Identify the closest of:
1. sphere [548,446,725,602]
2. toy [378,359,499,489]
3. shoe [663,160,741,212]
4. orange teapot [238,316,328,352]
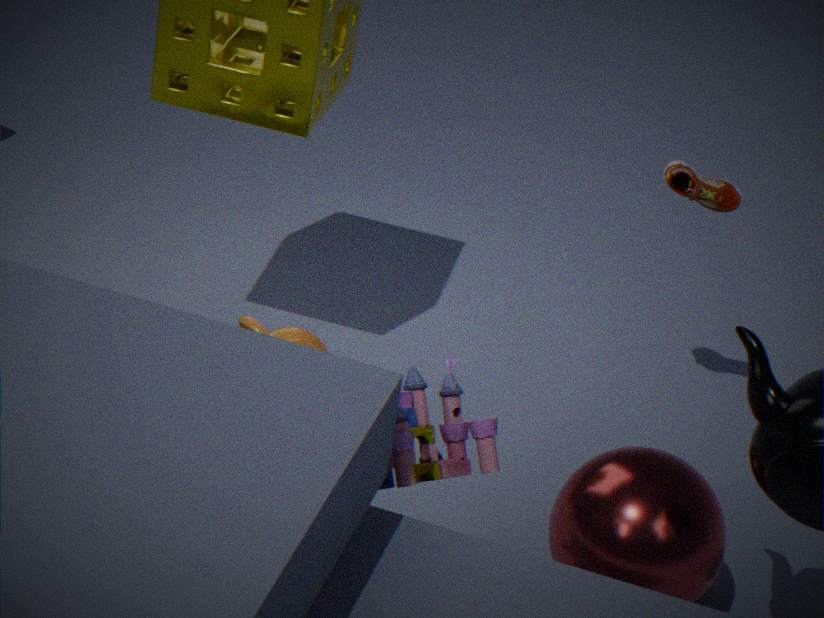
toy [378,359,499,489]
